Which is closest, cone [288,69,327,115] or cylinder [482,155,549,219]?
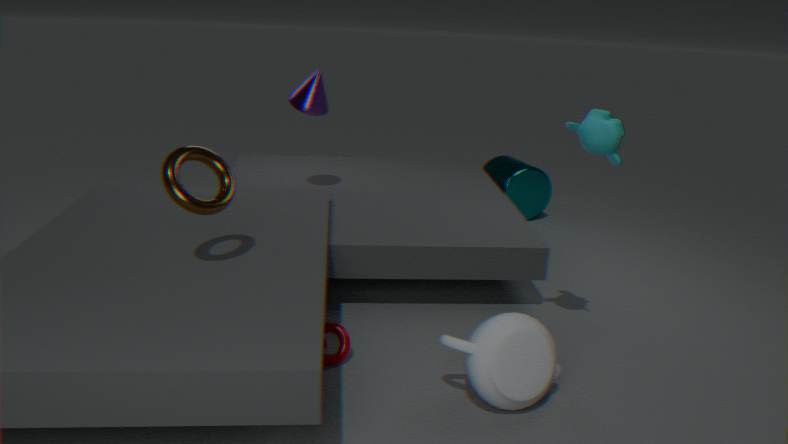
cone [288,69,327,115]
